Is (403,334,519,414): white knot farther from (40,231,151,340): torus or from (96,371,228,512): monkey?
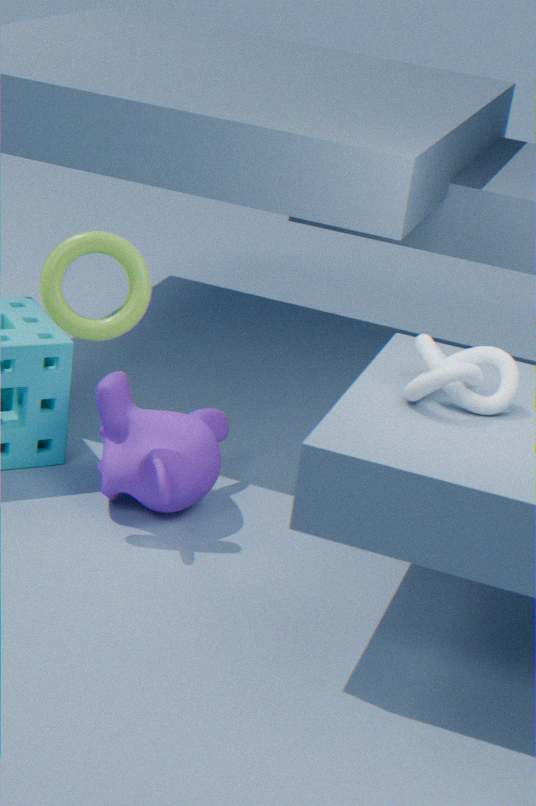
(40,231,151,340): torus
